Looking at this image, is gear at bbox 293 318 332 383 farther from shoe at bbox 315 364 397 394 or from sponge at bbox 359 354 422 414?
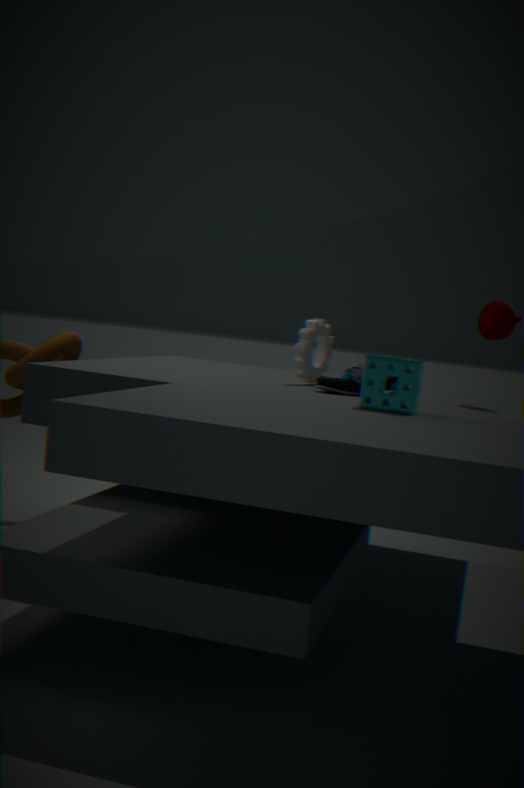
sponge at bbox 359 354 422 414
